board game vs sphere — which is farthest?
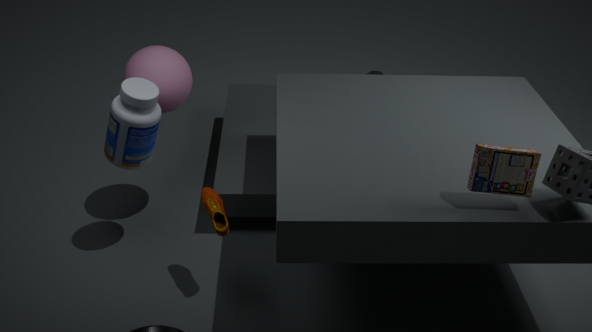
sphere
